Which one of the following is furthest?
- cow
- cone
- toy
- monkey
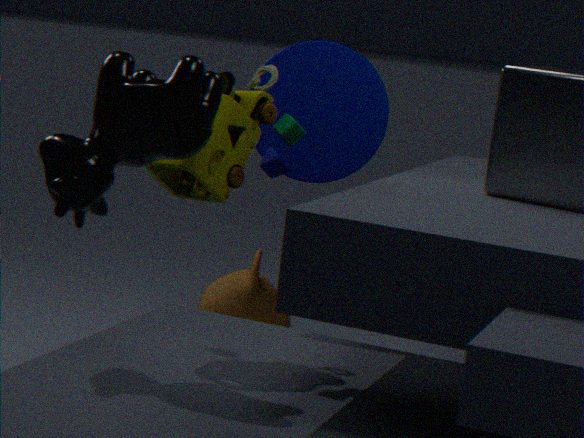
monkey
